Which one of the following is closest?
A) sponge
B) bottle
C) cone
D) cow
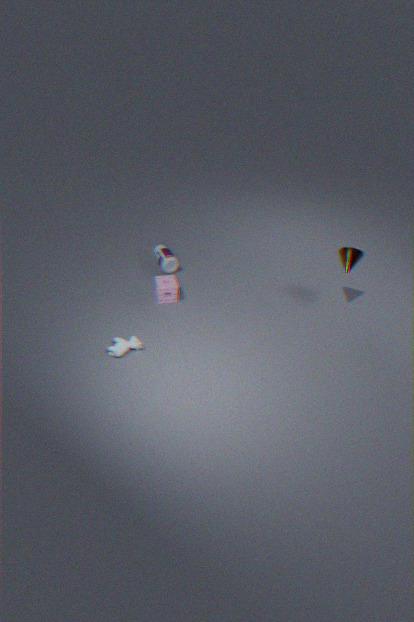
cow
